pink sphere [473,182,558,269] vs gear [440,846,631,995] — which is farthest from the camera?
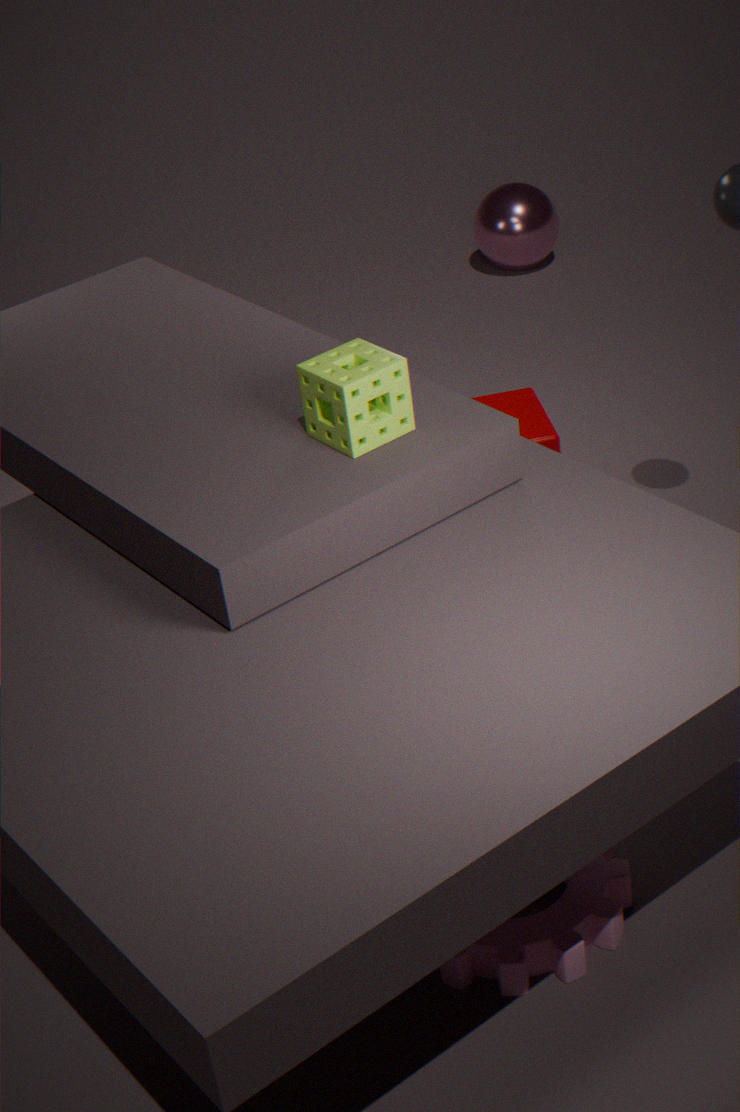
pink sphere [473,182,558,269]
